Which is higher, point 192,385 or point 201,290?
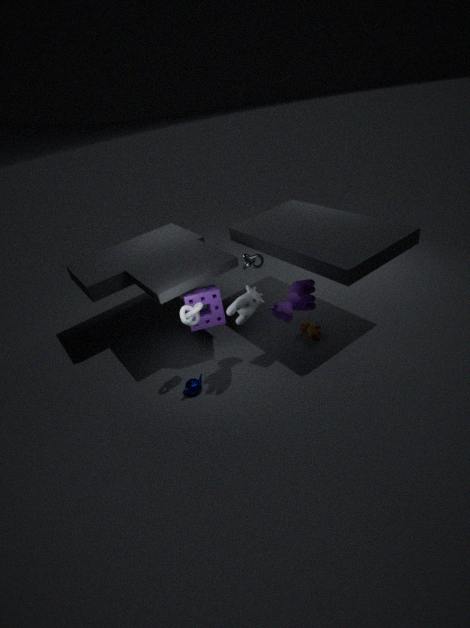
point 201,290
